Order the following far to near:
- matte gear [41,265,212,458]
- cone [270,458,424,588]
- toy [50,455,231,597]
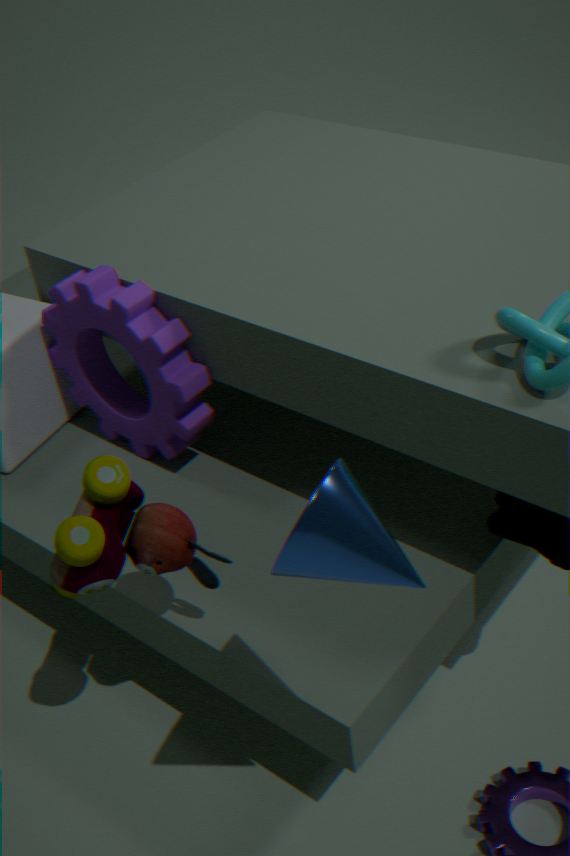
matte gear [41,265,212,458]
toy [50,455,231,597]
cone [270,458,424,588]
